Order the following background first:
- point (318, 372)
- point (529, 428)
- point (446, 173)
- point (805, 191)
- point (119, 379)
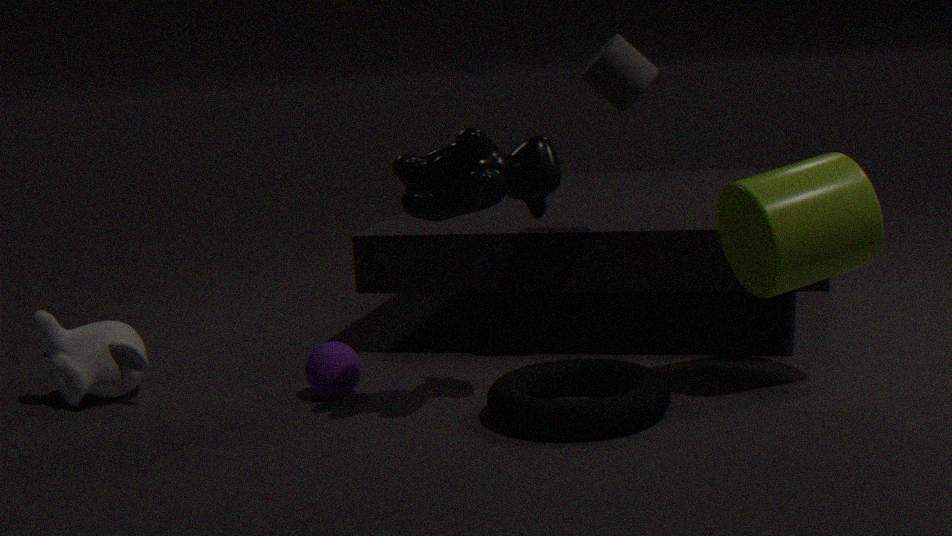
point (119, 379) < point (318, 372) < point (805, 191) < point (446, 173) < point (529, 428)
